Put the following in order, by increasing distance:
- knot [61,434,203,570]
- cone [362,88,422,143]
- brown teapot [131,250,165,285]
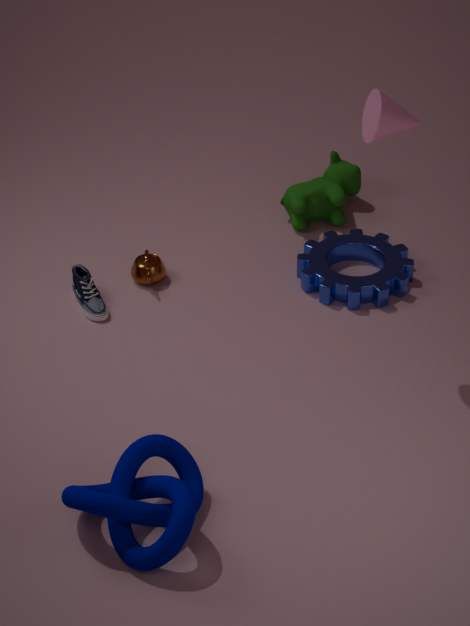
knot [61,434,203,570], cone [362,88,422,143], brown teapot [131,250,165,285]
